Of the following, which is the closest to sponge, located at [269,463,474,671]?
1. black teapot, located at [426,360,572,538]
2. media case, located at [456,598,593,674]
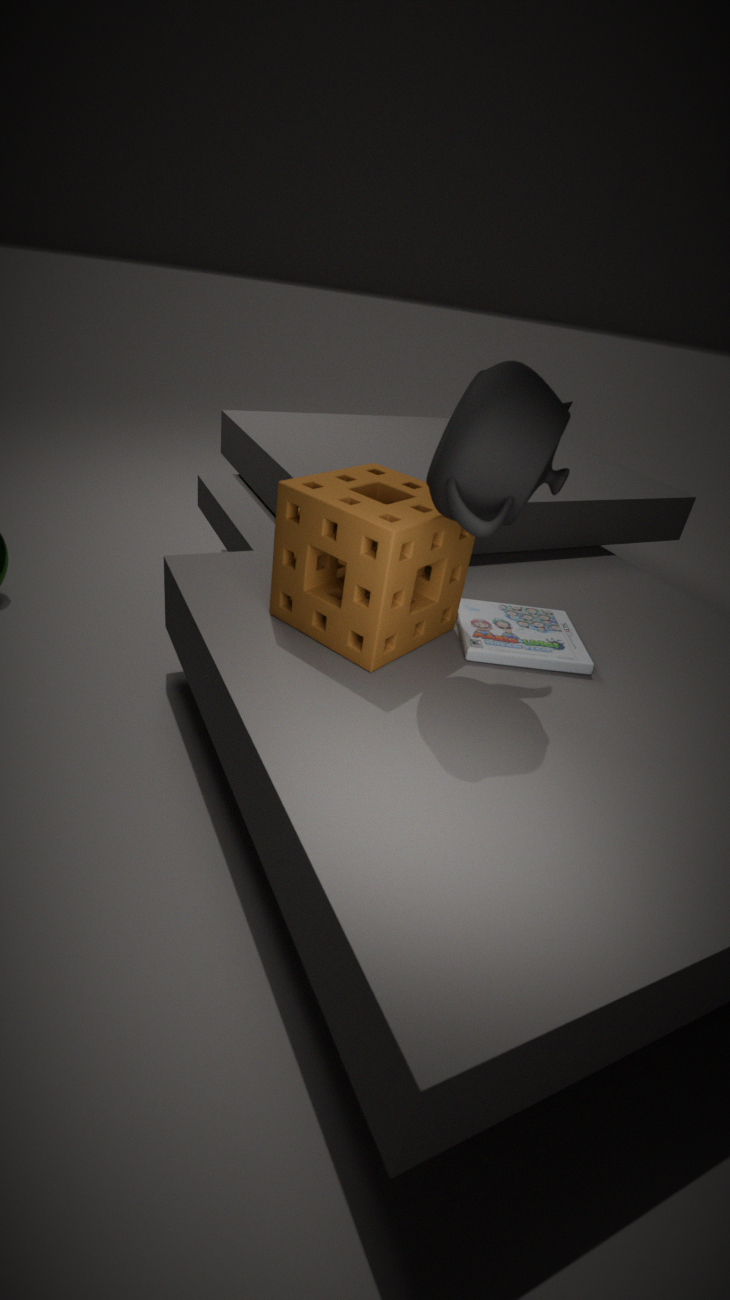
media case, located at [456,598,593,674]
